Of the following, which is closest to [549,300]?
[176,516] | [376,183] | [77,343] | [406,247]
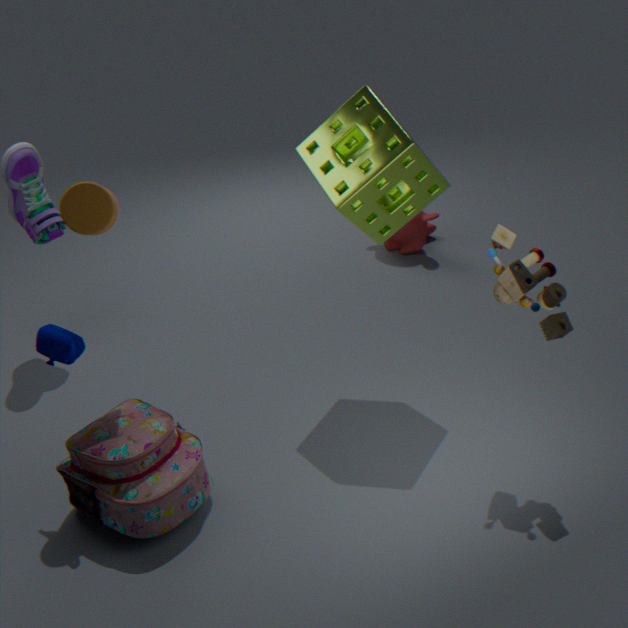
[376,183]
